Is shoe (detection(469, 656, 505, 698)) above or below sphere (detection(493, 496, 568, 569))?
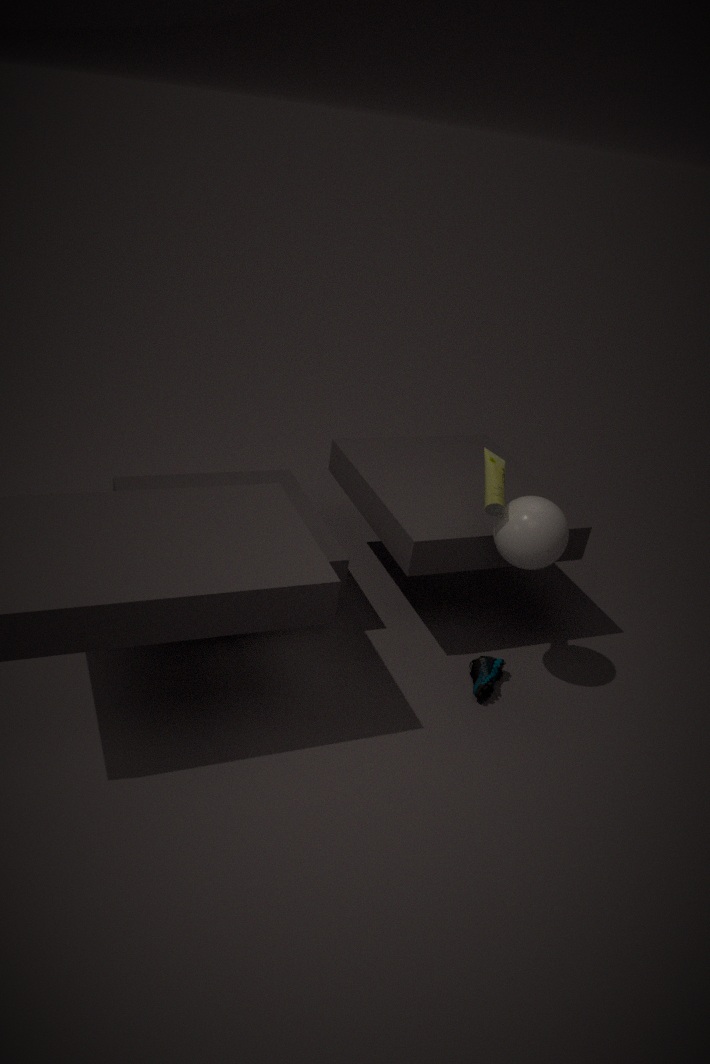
below
